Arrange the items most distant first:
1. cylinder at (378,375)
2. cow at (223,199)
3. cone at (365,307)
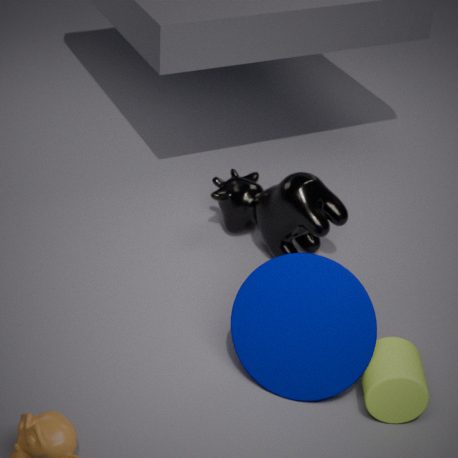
cow at (223,199)
cone at (365,307)
cylinder at (378,375)
